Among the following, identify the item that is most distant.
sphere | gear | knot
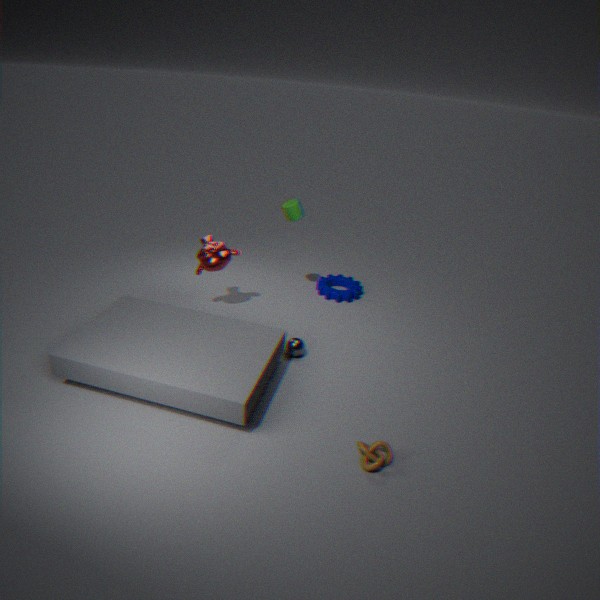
gear
